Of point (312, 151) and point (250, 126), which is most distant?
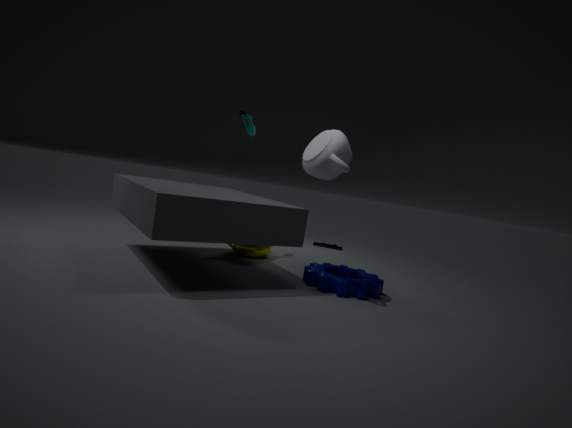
point (250, 126)
